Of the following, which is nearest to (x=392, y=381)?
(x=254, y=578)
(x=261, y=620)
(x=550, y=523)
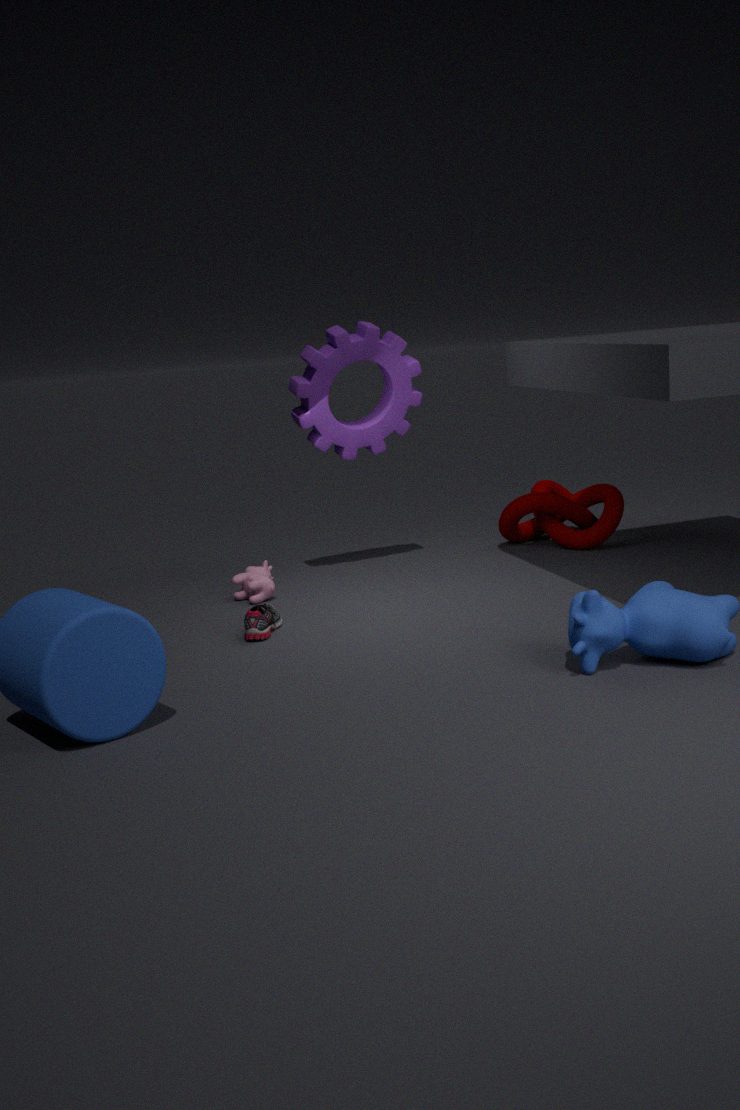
(x=254, y=578)
